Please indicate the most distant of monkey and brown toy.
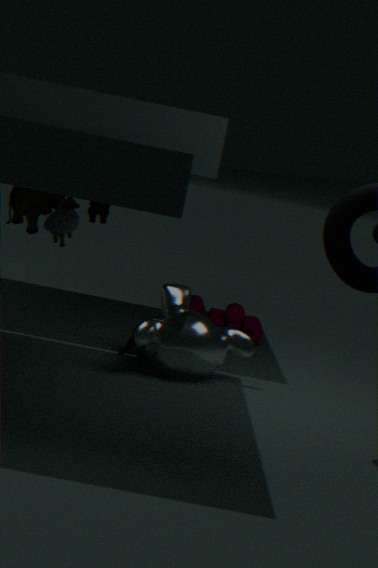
brown toy
